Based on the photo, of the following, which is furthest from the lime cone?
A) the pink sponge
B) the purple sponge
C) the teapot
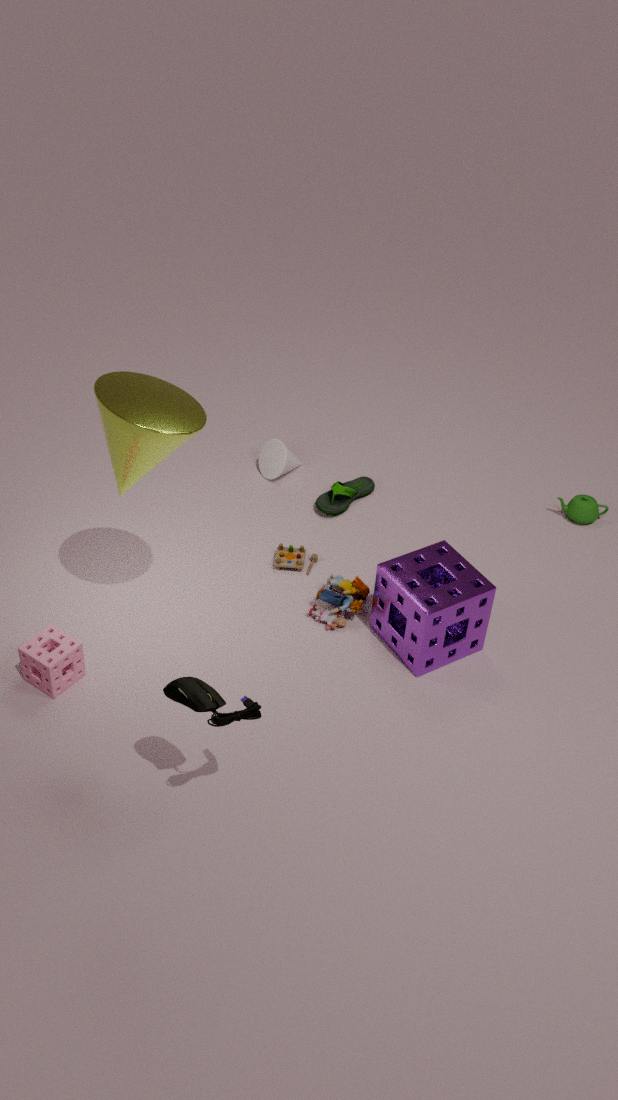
the teapot
